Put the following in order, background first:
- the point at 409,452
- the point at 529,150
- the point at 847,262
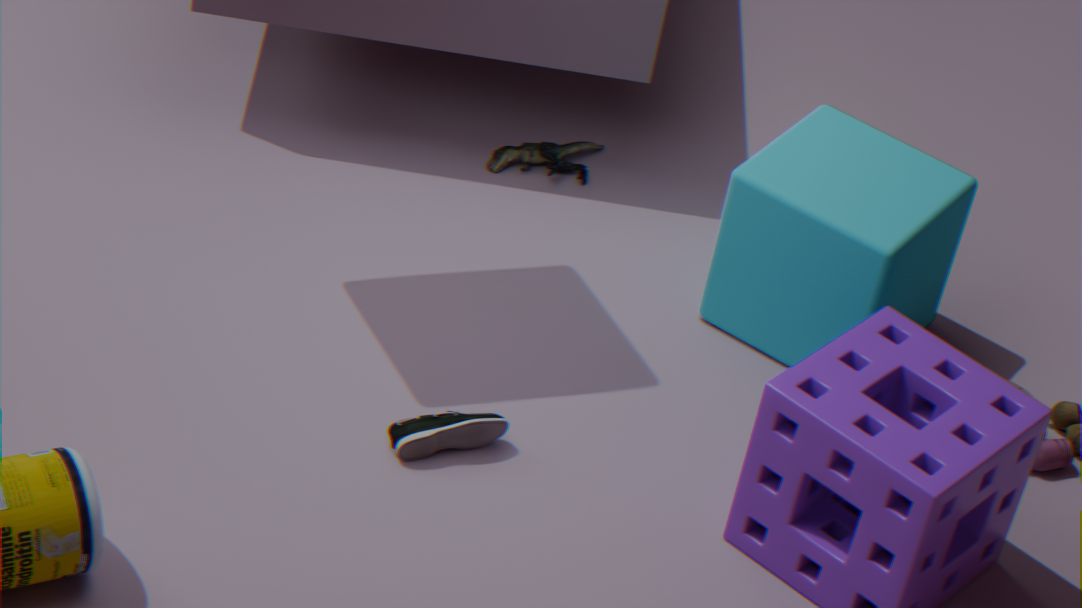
1. the point at 529,150
2. the point at 847,262
3. the point at 409,452
